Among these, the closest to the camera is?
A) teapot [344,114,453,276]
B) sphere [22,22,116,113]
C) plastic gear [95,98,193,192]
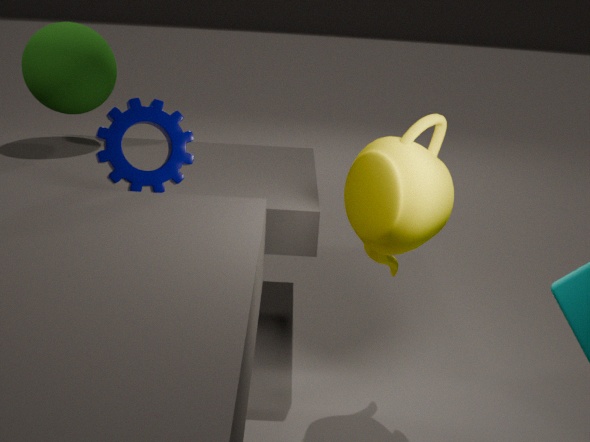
teapot [344,114,453,276]
